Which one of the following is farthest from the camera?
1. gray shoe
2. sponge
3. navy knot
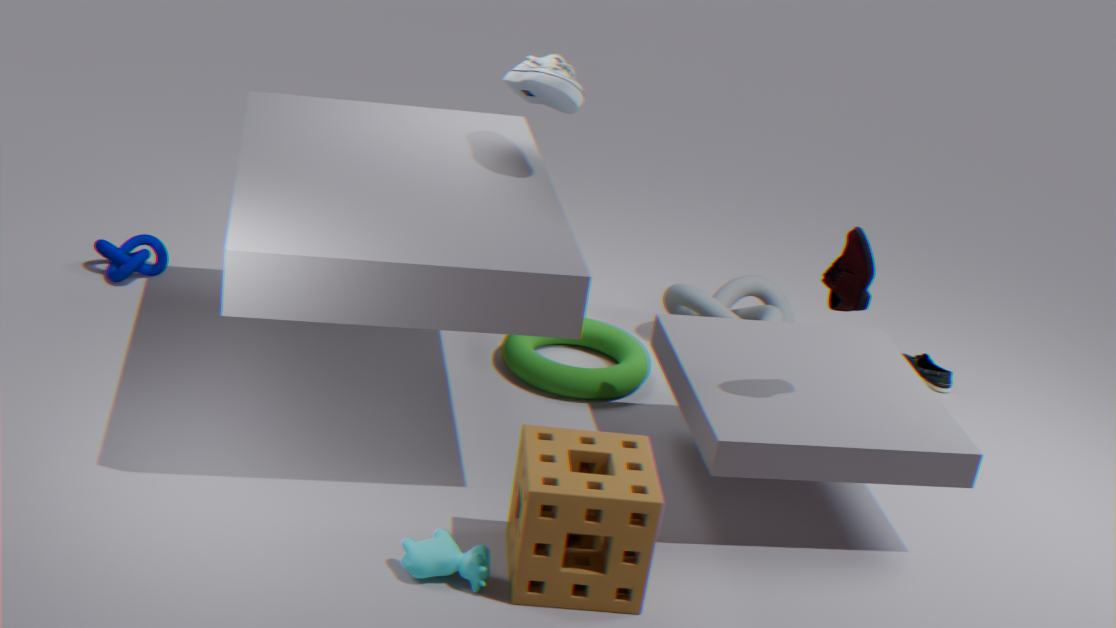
navy knot
